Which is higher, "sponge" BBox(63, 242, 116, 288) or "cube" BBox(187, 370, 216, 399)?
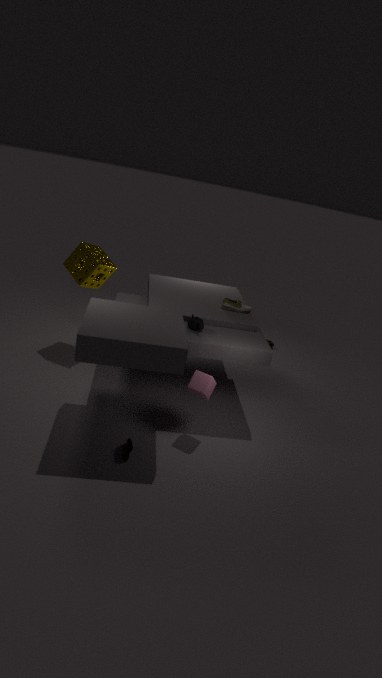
"sponge" BBox(63, 242, 116, 288)
